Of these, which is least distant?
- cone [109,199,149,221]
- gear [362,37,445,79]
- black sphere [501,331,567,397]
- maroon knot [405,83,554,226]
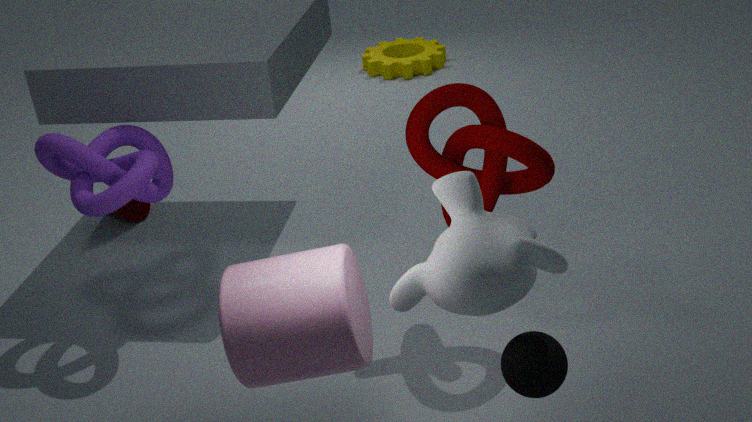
black sphere [501,331,567,397]
